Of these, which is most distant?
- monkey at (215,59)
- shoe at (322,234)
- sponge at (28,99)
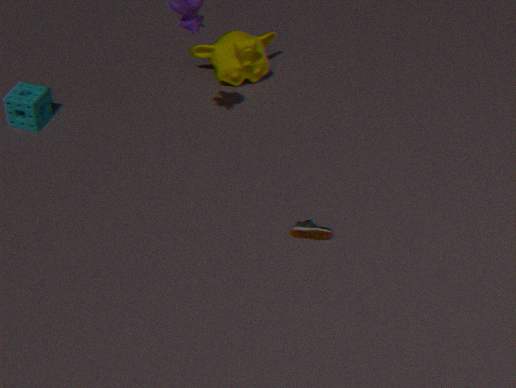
monkey at (215,59)
